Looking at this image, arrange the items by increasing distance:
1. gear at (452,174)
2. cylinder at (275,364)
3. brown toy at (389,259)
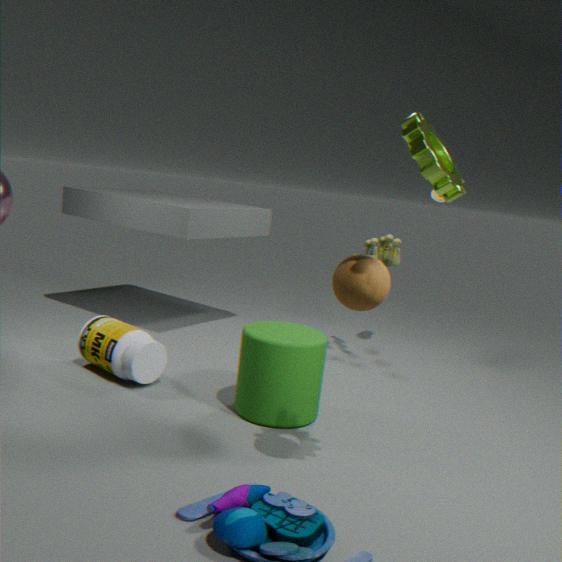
gear at (452,174) → cylinder at (275,364) → brown toy at (389,259)
